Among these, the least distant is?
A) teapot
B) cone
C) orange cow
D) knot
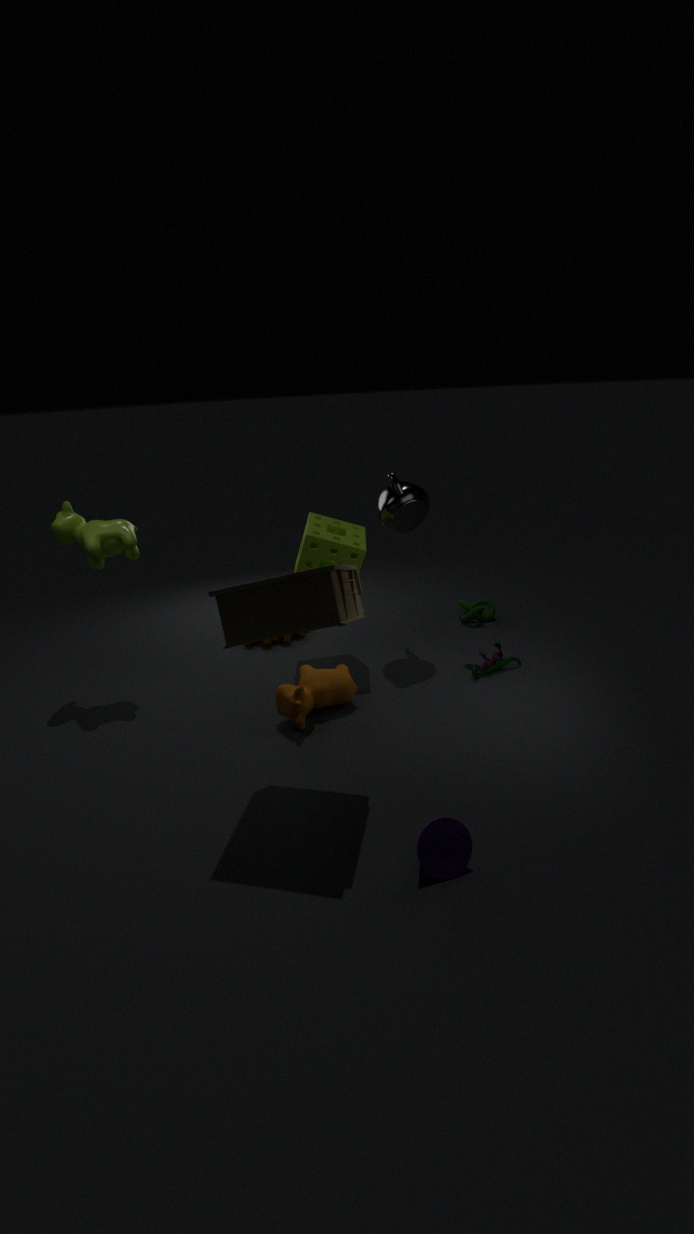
cone
